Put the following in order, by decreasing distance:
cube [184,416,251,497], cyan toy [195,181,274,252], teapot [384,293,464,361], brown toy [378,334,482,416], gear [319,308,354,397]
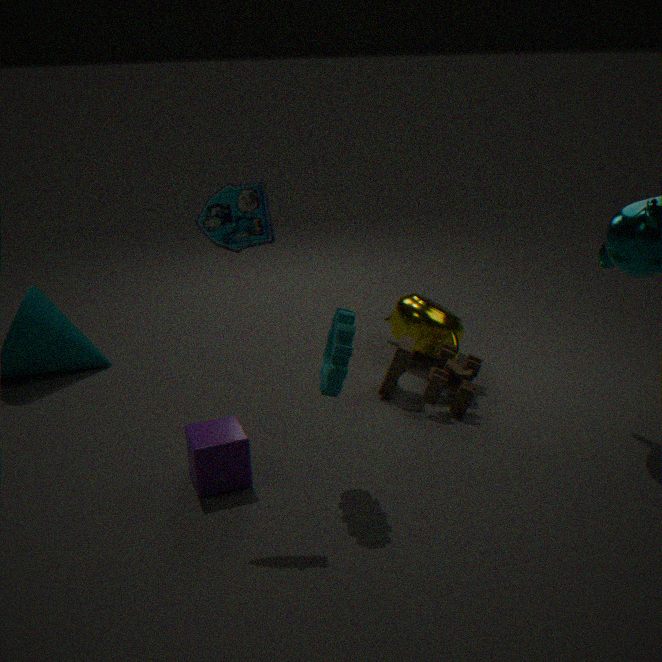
1. teapot [384,293,464,361]
2. brown toy [378,334,482,416]
3. cube [184,416,251,497]
4. gear [319,308,354,397]
5. cyan toy [195,181,274,252]
